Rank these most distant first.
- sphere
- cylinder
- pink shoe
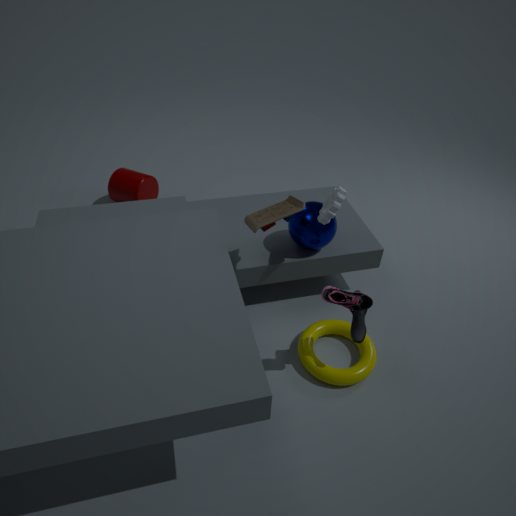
cylinder
sphere
pink shoe
